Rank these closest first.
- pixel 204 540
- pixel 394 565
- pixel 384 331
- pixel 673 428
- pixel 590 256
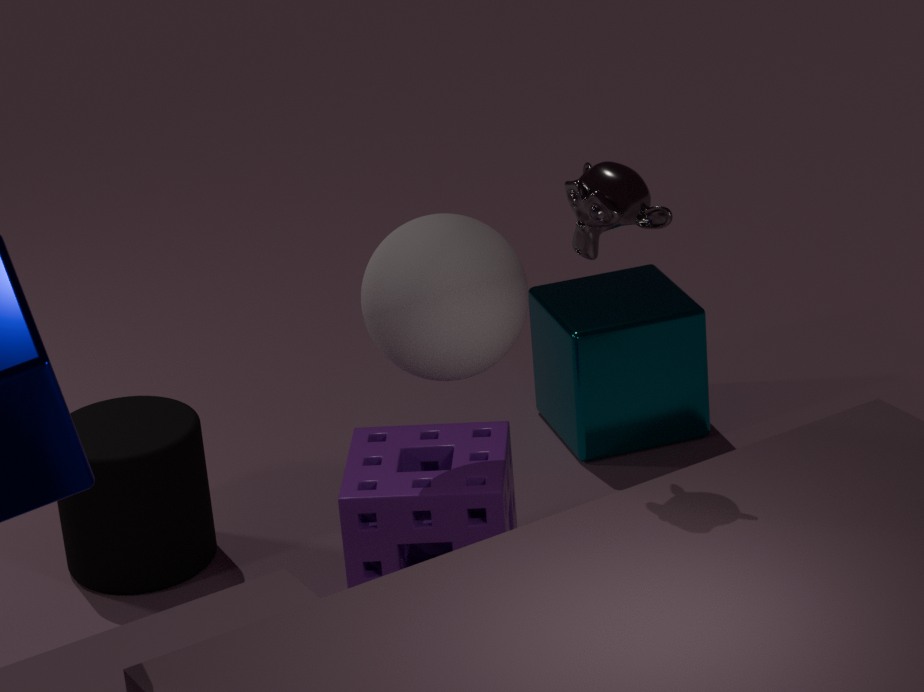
1. pixel 590 256
2. pixel 384 331
3. pixel 394 565
4. pixel 204 540
5. pixel 673 428
